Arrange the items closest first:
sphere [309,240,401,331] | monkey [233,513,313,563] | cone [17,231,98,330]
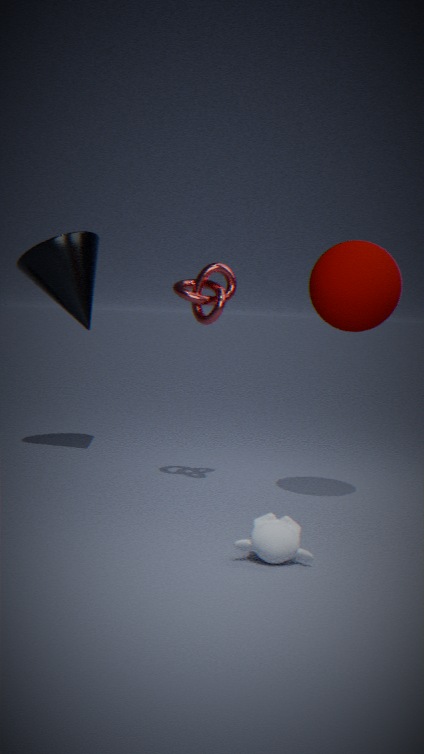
monkey [233,513,313,563] < sphere [309,240,401,331] < cone [17,231,98,330]
